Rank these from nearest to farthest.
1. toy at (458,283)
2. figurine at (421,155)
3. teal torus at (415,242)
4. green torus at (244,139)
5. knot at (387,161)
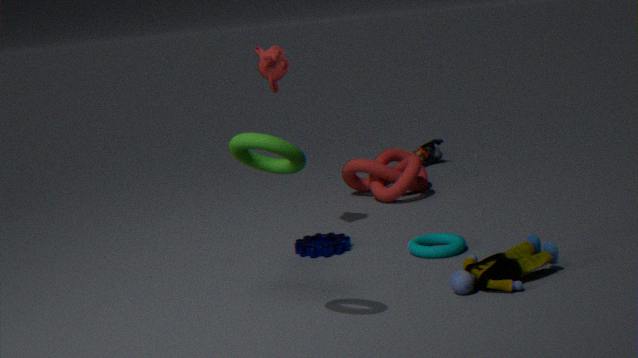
green torus at (244,139) < toy at (458,283) < teal torus at (415,242) < knot at (387,161) < figurine at (421,155)
